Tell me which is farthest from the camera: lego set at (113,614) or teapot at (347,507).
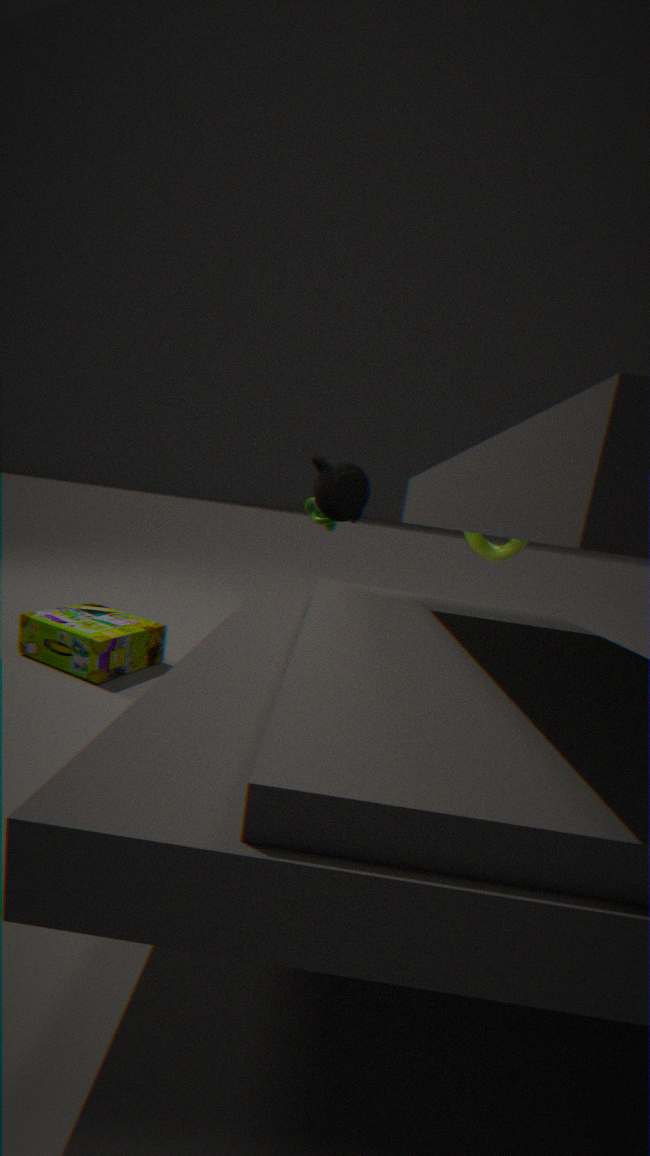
teapot at (347,507)
